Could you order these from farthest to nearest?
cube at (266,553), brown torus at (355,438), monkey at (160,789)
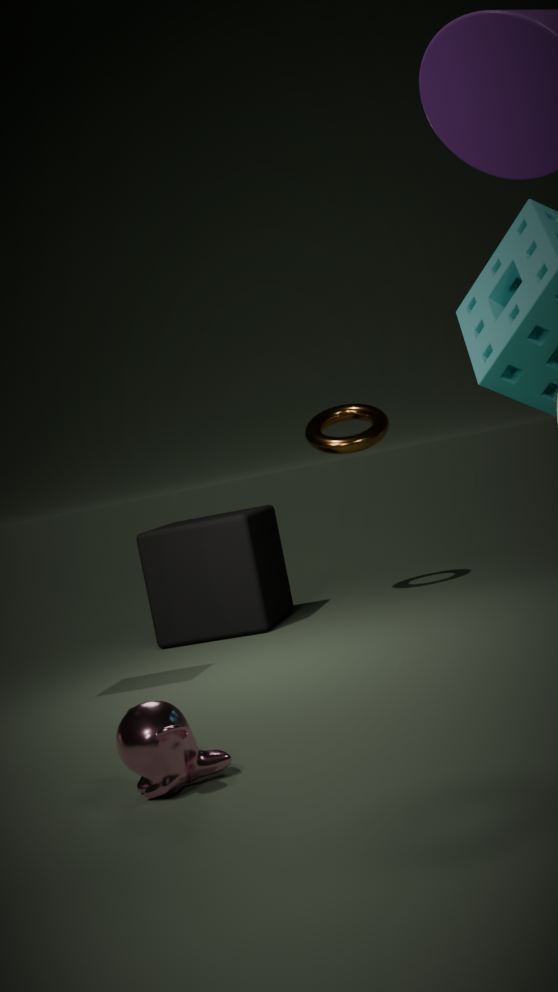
brown torus at (355,438) < cube at (266,553) < monkey at (160,789)
